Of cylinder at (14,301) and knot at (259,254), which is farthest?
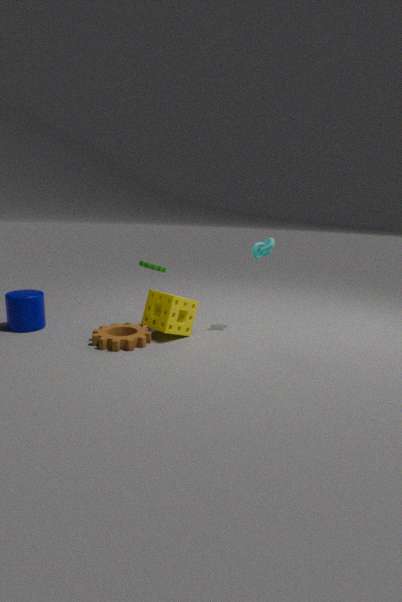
knot at (259,254)
